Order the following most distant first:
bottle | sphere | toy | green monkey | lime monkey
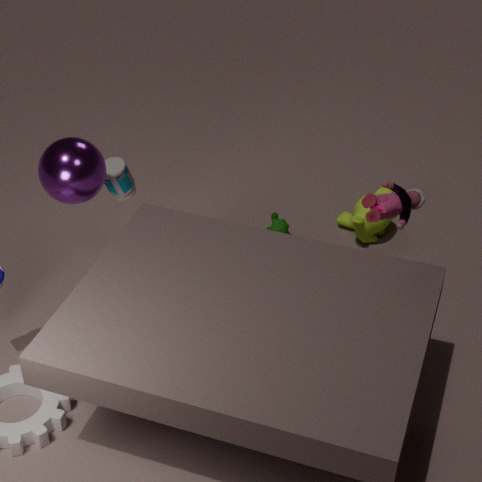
green monkey
lime monkey
bottle
sphere
toy
